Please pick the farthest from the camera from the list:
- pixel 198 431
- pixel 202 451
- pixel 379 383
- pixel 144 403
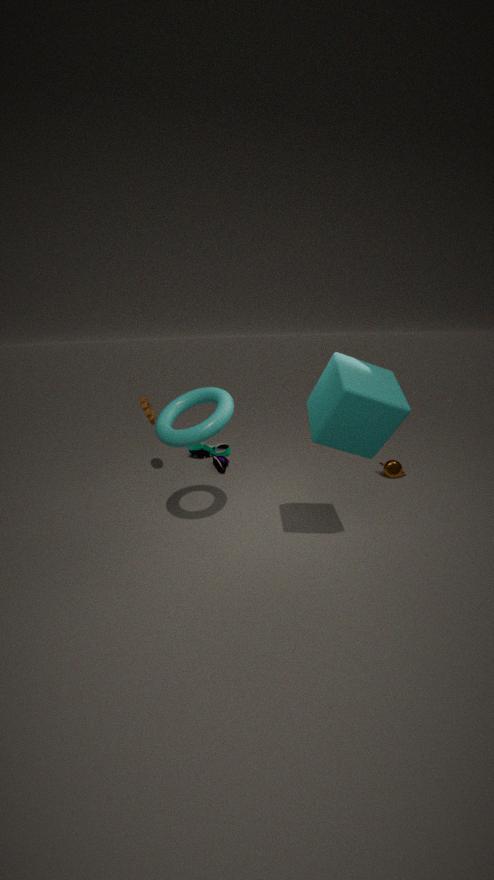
pixel 202 451
